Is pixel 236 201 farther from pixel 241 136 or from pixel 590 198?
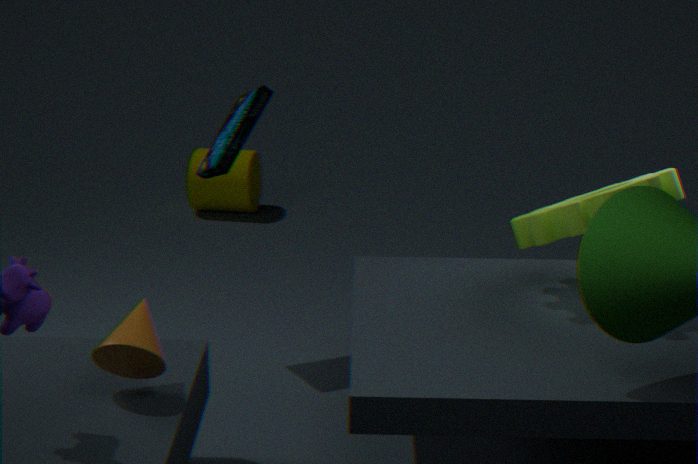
pixel 590 198
